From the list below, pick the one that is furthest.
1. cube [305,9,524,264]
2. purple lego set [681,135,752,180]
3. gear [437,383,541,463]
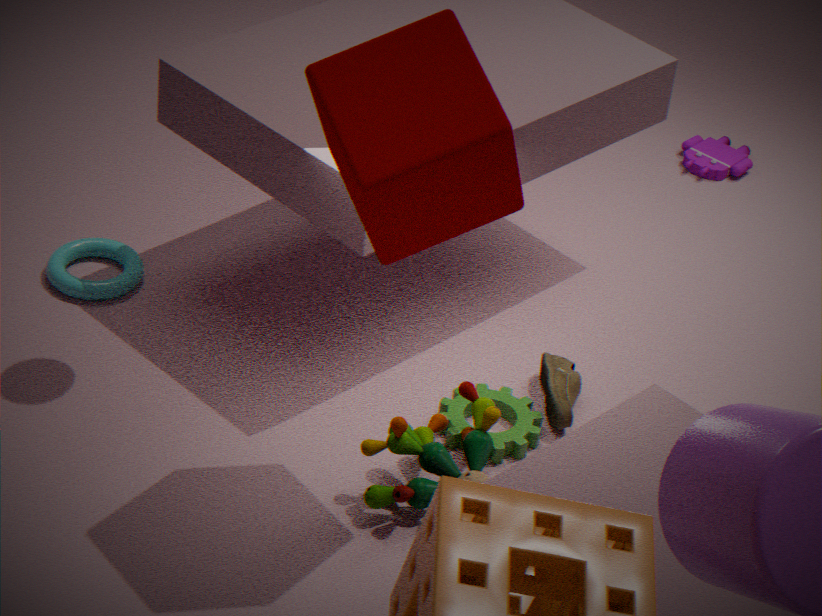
purple lego set [681,135,752,180]
